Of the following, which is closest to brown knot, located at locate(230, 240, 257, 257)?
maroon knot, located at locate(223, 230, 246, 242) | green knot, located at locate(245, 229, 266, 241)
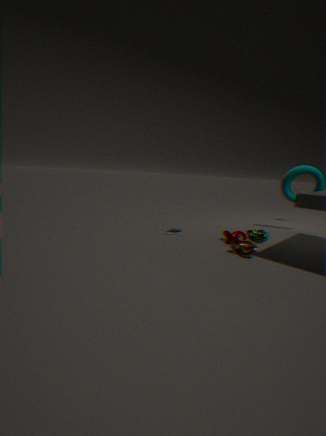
maroon knot, located at locate(223, 230, 246, 242)
